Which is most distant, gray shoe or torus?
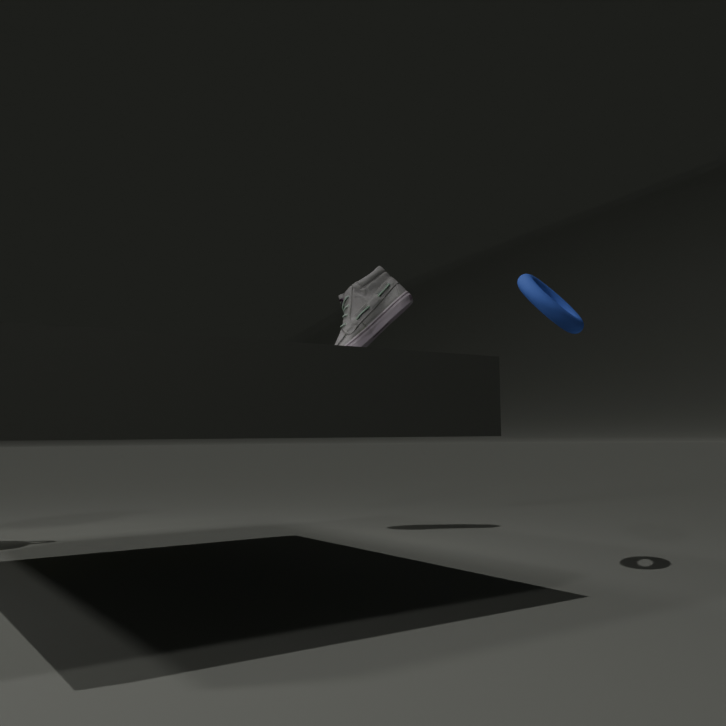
gray shoe
